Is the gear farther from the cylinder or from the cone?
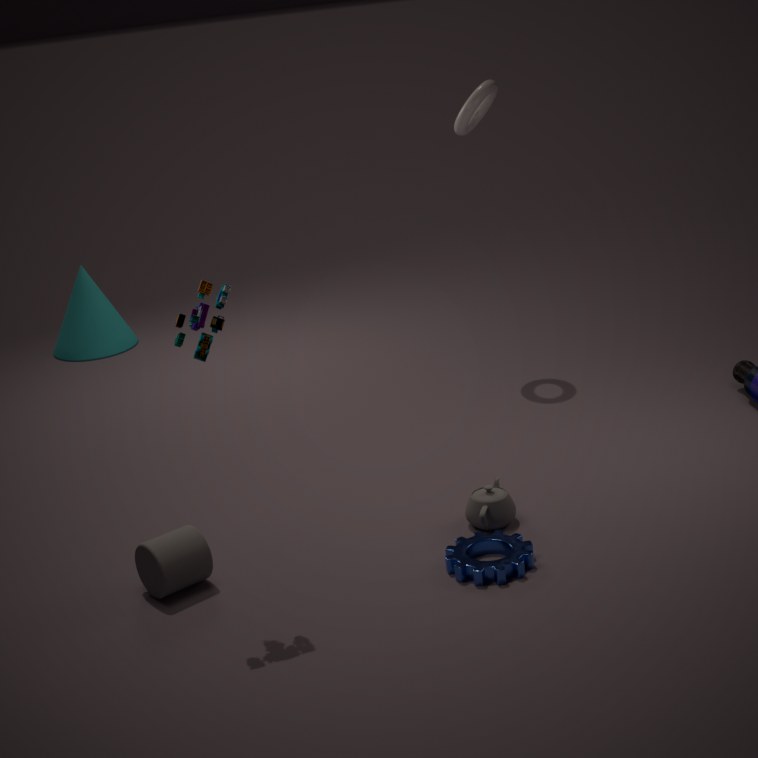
the cone
